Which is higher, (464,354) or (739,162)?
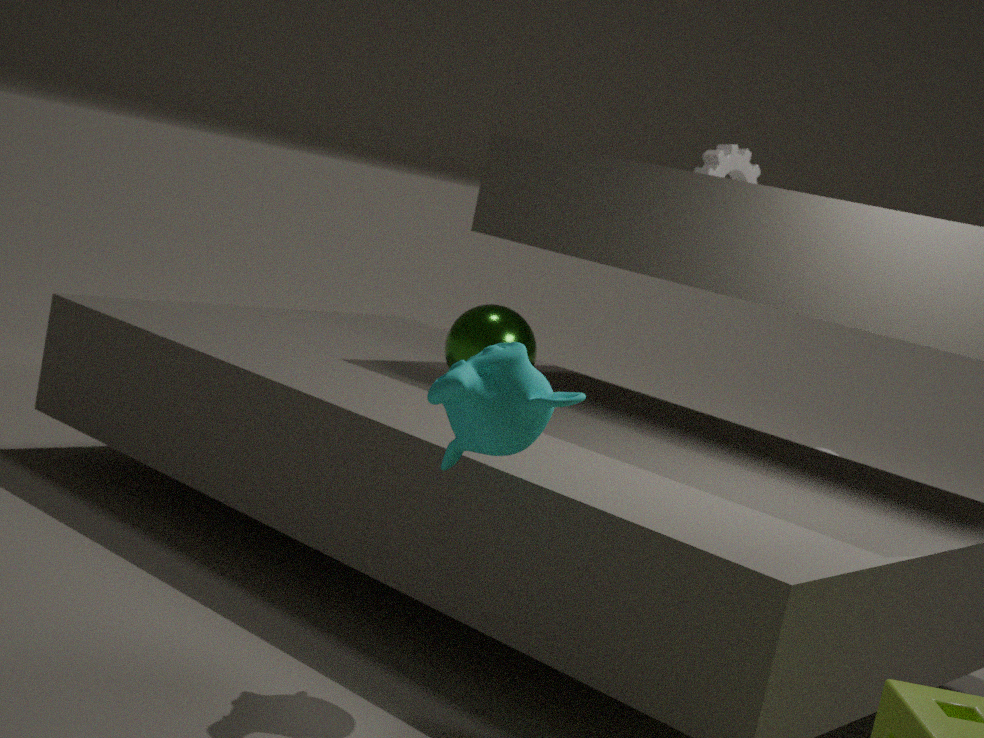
(739,162)
